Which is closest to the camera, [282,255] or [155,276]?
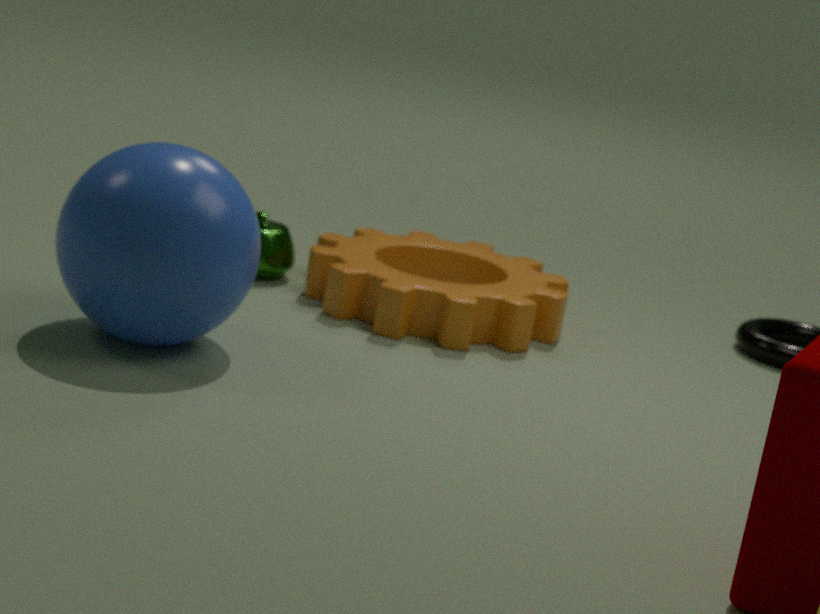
[155,276]
